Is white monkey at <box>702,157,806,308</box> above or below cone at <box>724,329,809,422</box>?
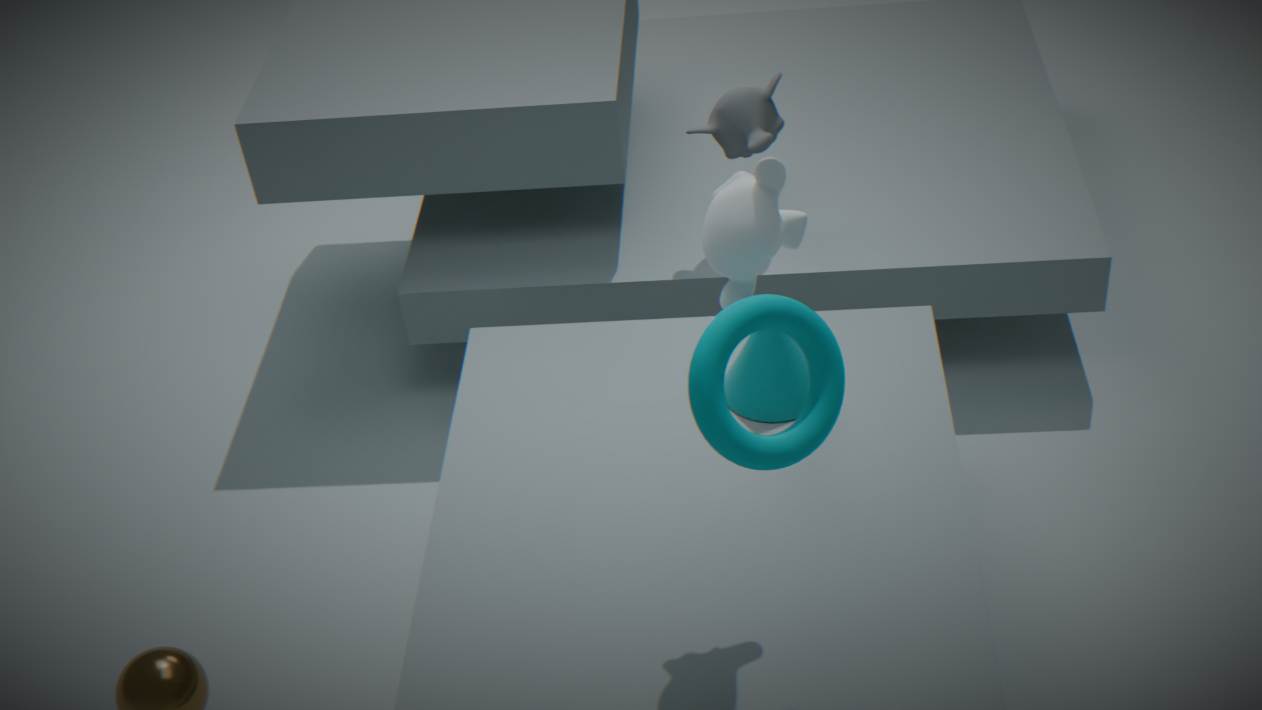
above
